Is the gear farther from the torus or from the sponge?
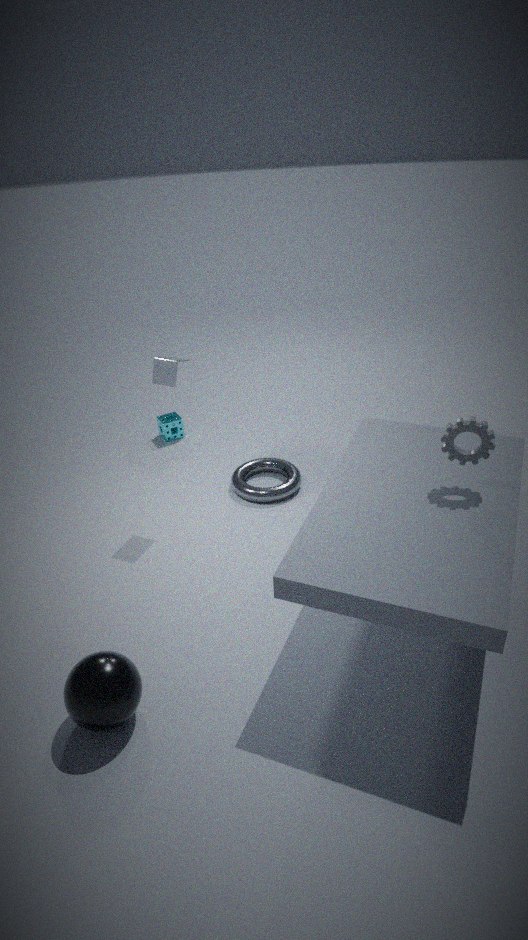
the sponge
